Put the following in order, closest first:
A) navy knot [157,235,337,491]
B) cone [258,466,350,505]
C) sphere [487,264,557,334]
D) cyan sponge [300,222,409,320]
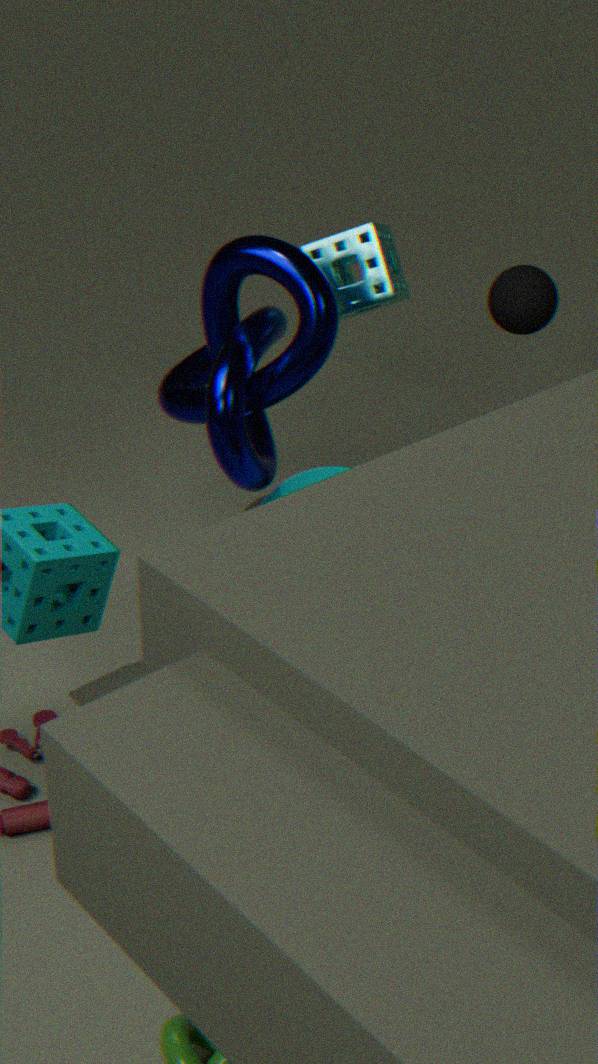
navy knot [157,235,337,491] < cone [258,466,350,505] < cyan sponge [300,222,409,320] < sphere [487,264,557,334]
